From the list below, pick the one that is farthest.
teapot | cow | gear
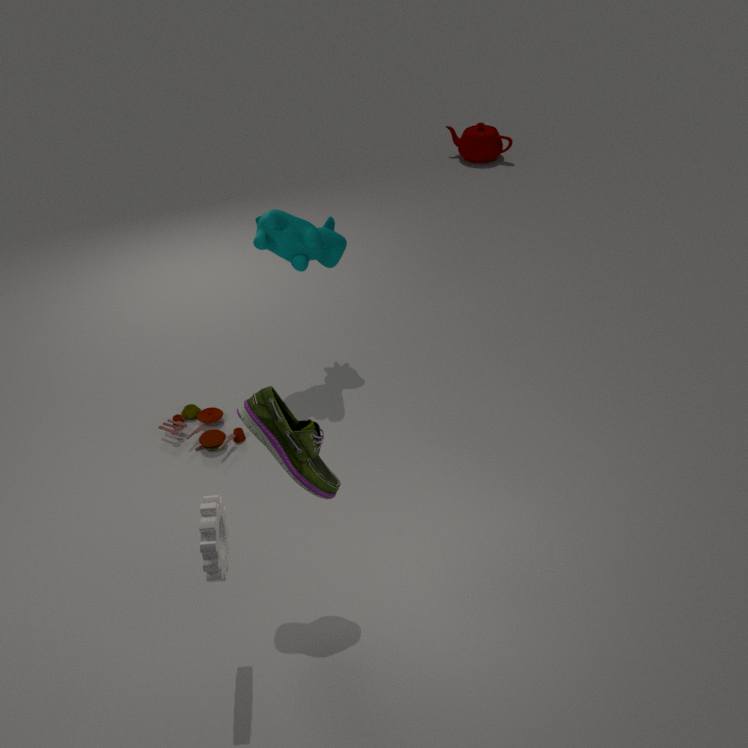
teapot
